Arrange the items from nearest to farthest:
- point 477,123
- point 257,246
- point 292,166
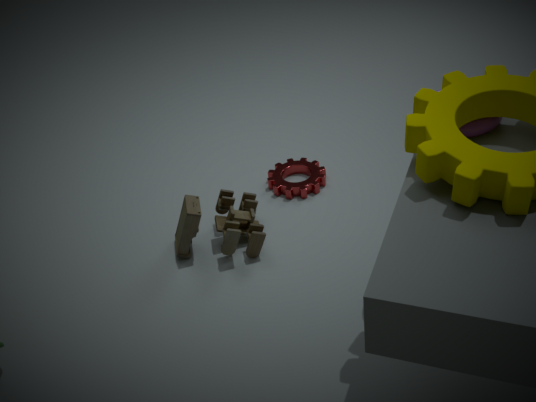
point 477,123 < point 257,246 < point 292,166
